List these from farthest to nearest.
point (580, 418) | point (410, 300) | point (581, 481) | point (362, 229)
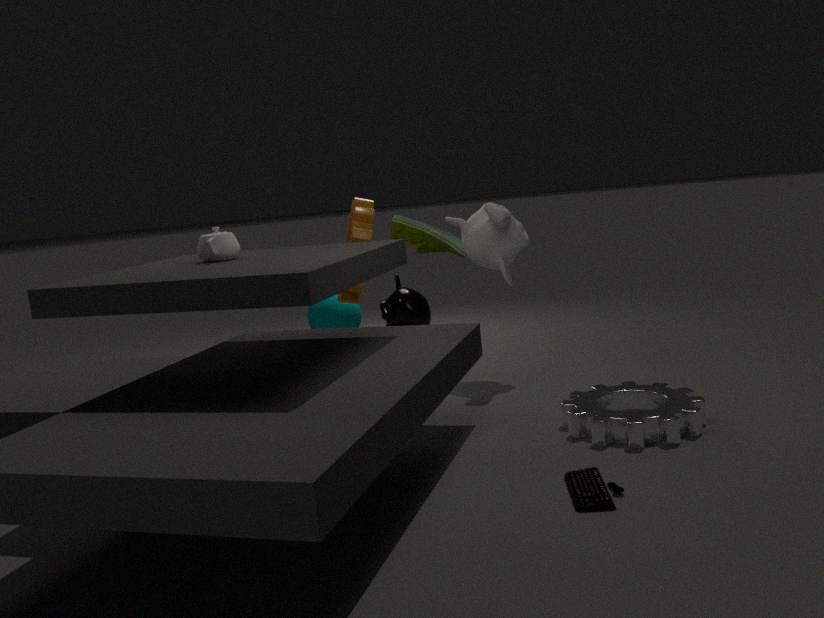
point (410, 300)
point (362, 229)
point (580, 418)
point (581, 481)
